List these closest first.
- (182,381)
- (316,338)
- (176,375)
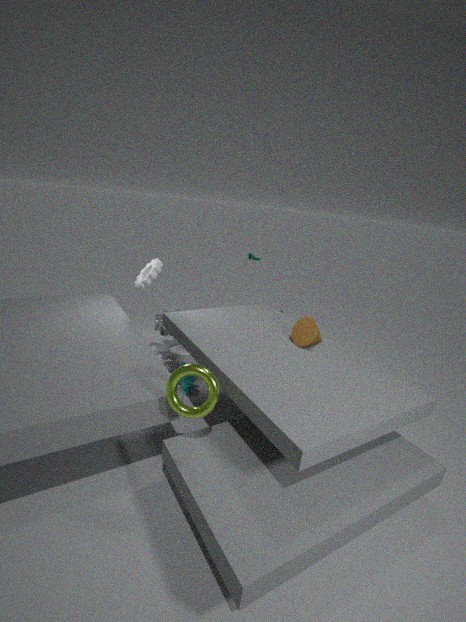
1. (176,375)
2. (316,338)
3. (182,381)
